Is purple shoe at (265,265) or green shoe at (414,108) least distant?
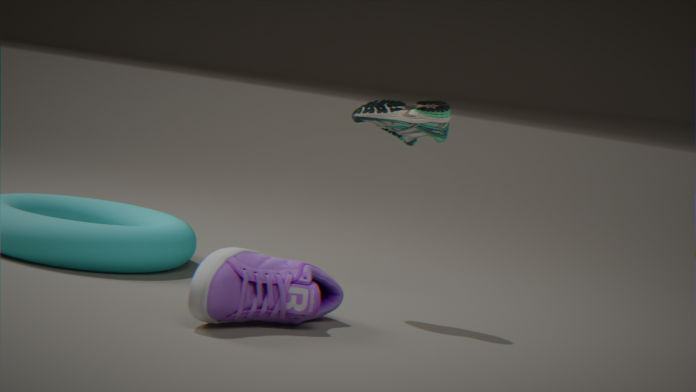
purple shoe at (265,265)
